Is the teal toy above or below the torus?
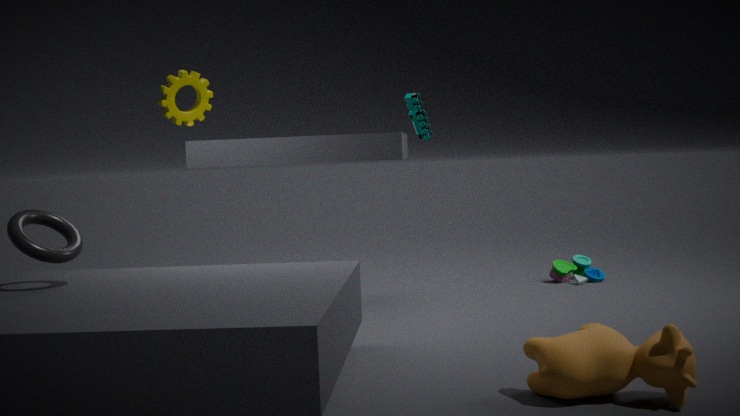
above
